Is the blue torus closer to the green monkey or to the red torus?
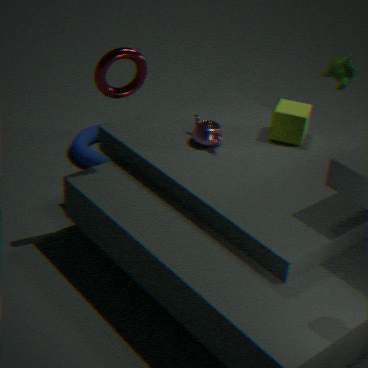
the red torus
